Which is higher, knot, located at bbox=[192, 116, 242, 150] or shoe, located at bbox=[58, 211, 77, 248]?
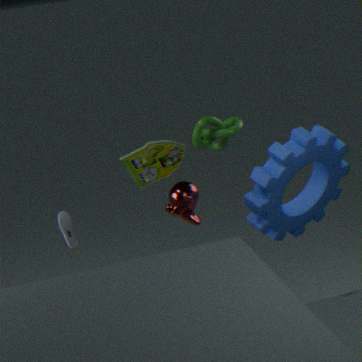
knot, located at bbox=[192, 116, 242, 150]
